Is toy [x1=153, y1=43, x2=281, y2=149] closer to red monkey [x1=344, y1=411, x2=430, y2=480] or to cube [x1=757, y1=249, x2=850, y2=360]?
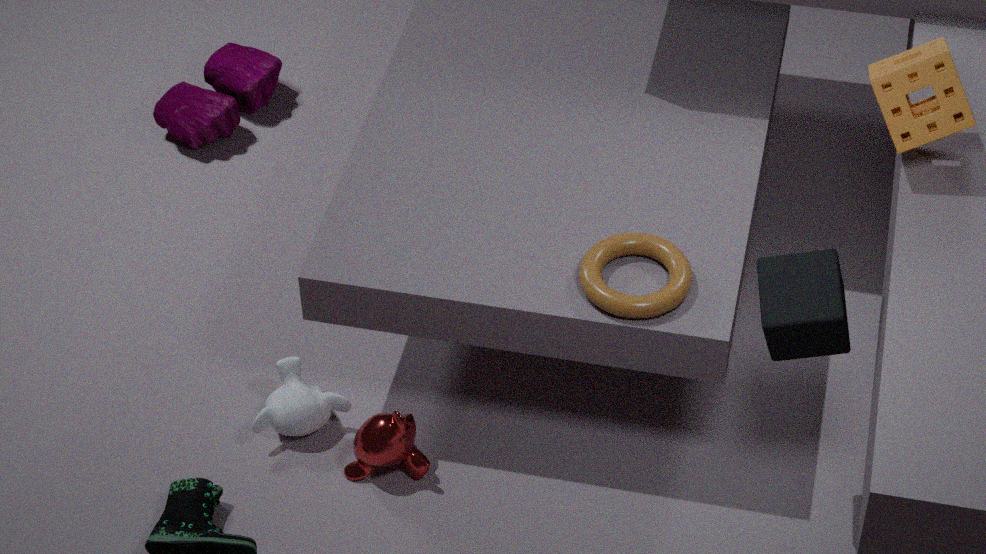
red monkey [x1=344, y1=411, x2=430, y2=480]
